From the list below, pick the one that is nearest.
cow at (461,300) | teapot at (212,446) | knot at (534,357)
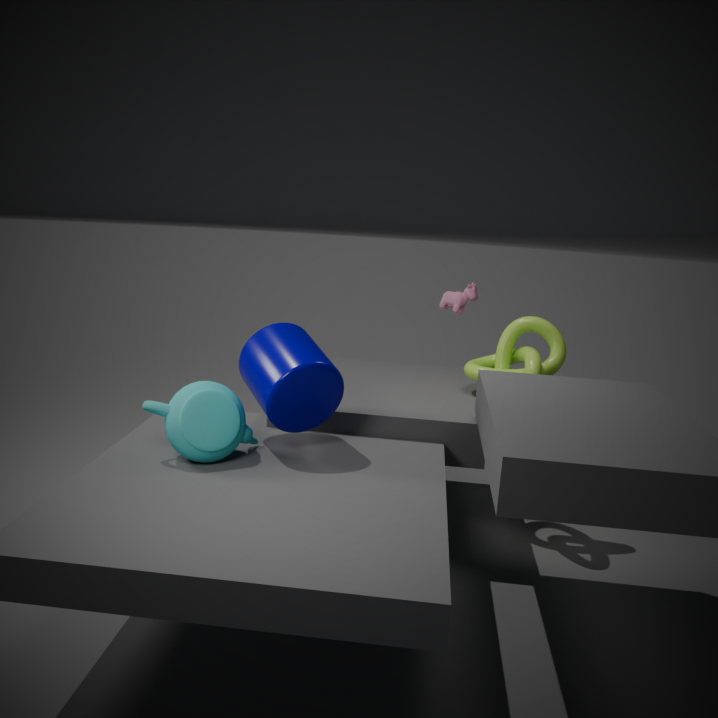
teapot at (212,446)
